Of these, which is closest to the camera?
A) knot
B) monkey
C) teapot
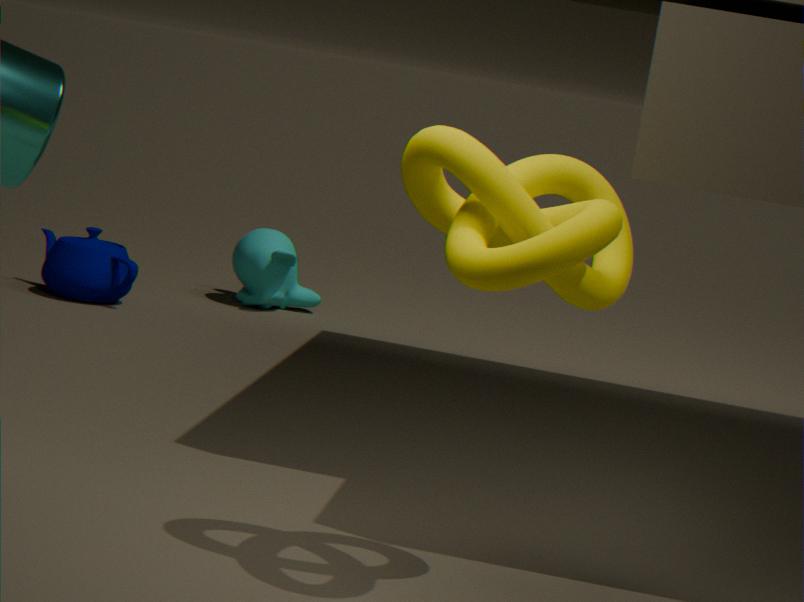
knot
